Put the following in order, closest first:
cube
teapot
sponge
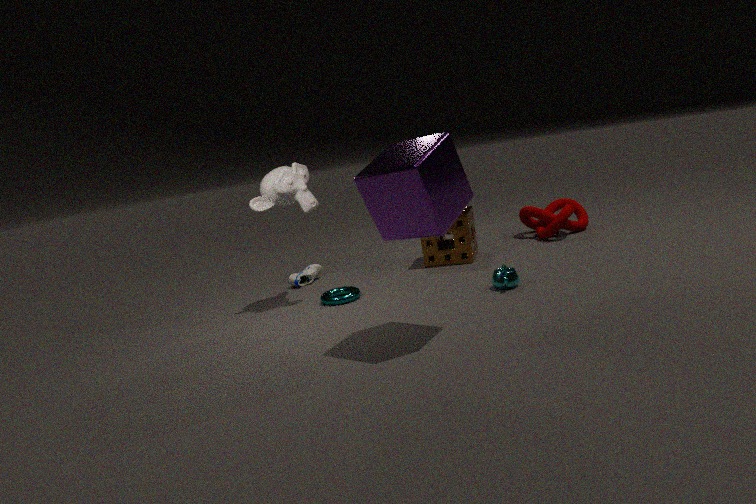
cube, teapot, sponge
